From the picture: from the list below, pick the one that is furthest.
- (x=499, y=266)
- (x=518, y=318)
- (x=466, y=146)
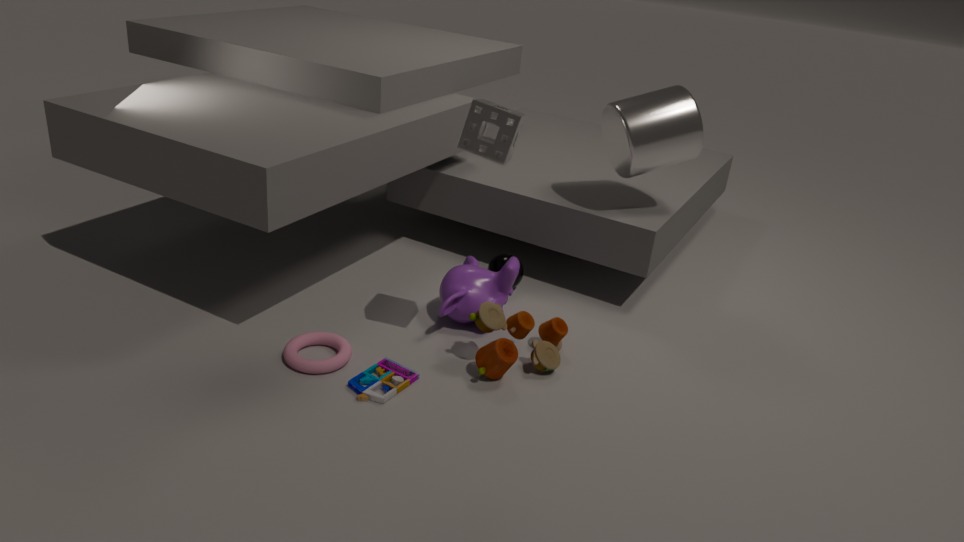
(x=499, y=266)
